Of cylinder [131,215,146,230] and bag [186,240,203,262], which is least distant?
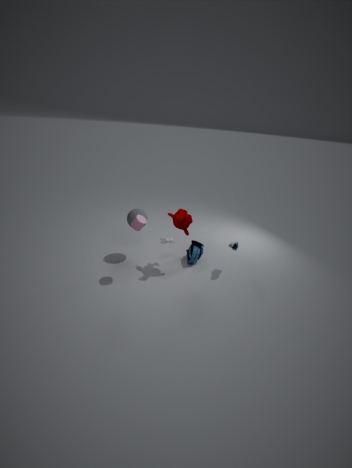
cylinder [131,215,146,230]
